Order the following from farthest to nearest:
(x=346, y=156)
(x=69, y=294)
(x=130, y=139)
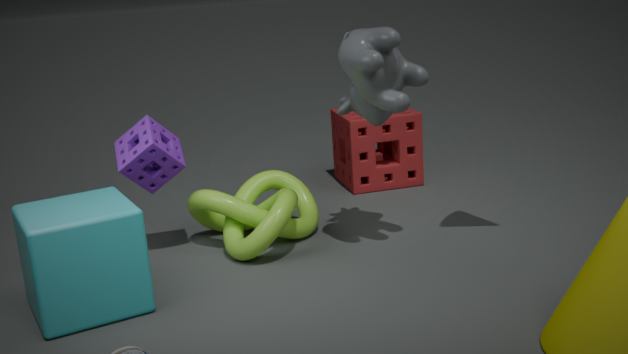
1. (x=346, y=156)
2. (x=130, y=139)
3. (x=69, y=294)
